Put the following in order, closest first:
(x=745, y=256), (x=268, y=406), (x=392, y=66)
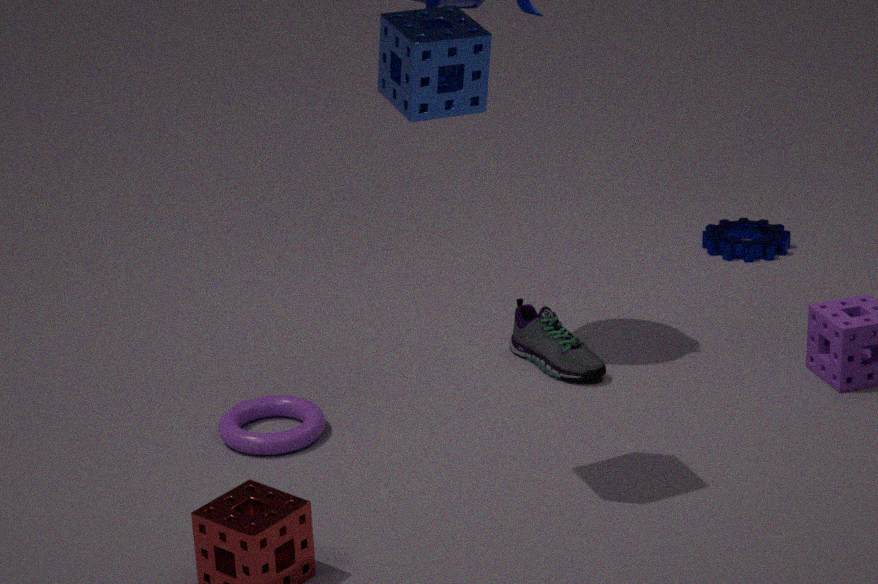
(x=392, y=66)
(x=268, y=406)
(x=745, y=256)
